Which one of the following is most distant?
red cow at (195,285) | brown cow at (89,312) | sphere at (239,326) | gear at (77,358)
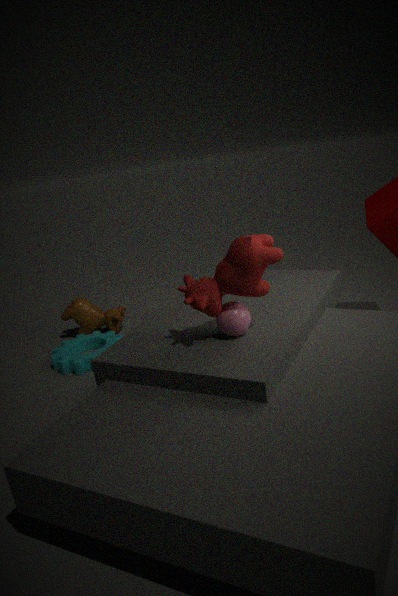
brown cow at (89,312)
